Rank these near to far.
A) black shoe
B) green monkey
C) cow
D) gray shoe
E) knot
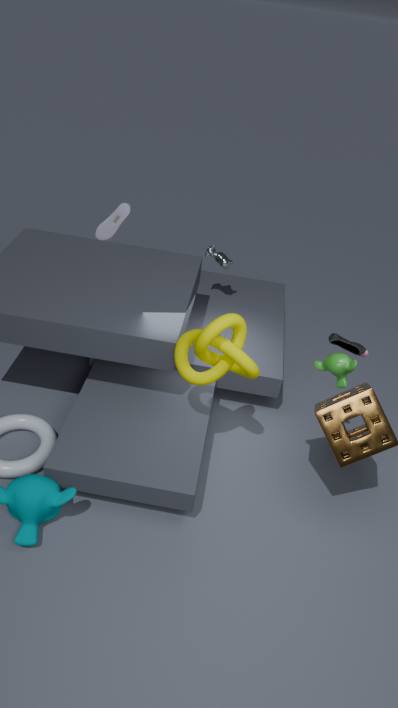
1. green monkey
2. knot
3. black shoe
4. gray shoe
5. cow
